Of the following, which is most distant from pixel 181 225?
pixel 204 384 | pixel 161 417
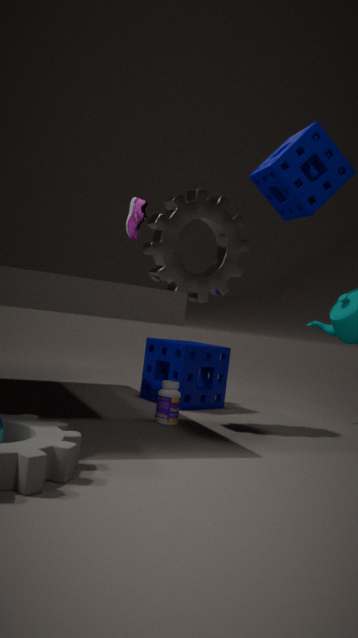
pixel 204 384
